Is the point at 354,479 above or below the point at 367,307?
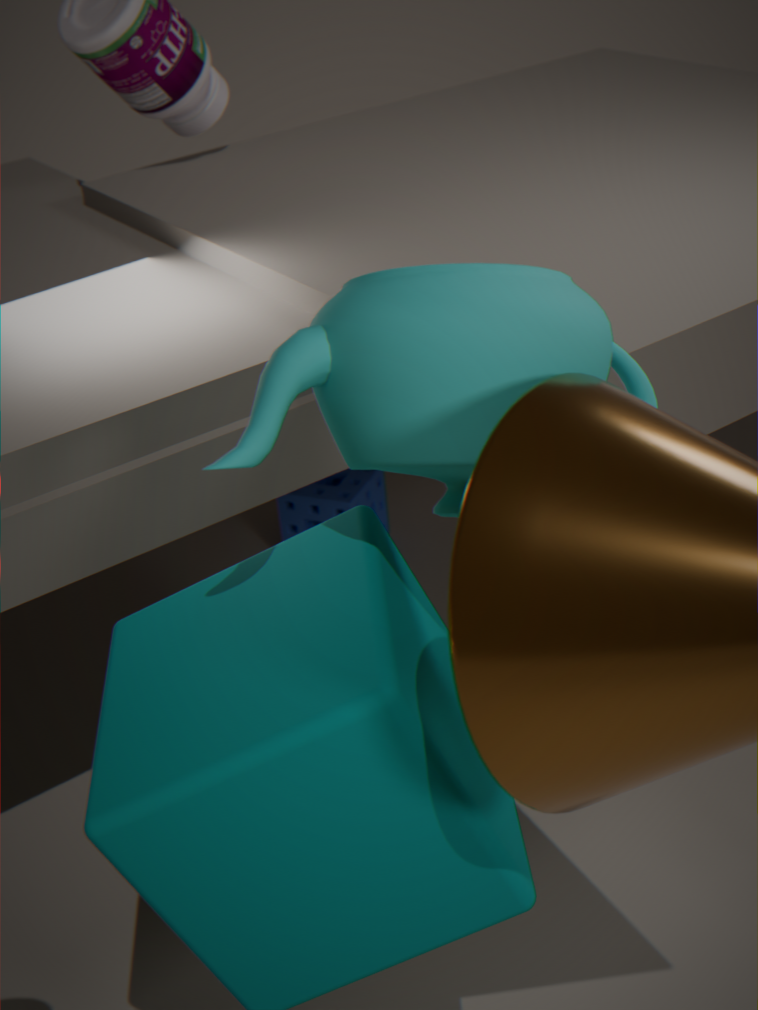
below
